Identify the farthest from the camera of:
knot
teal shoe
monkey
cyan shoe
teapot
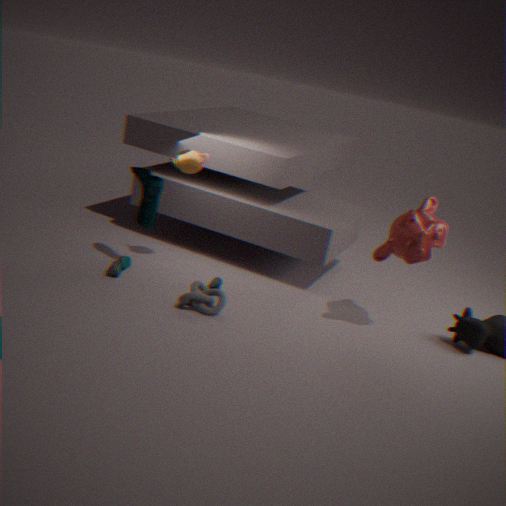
teapot
